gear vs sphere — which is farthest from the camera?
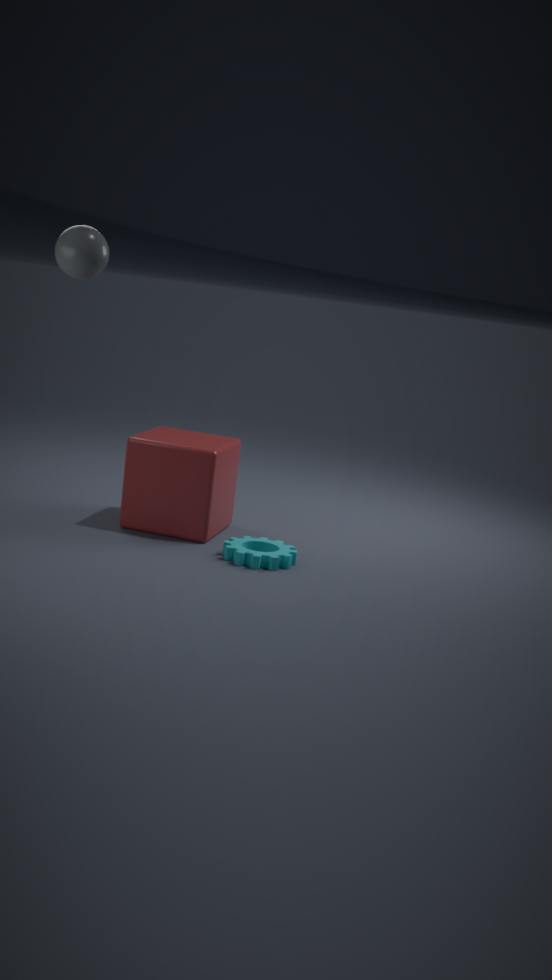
gear
